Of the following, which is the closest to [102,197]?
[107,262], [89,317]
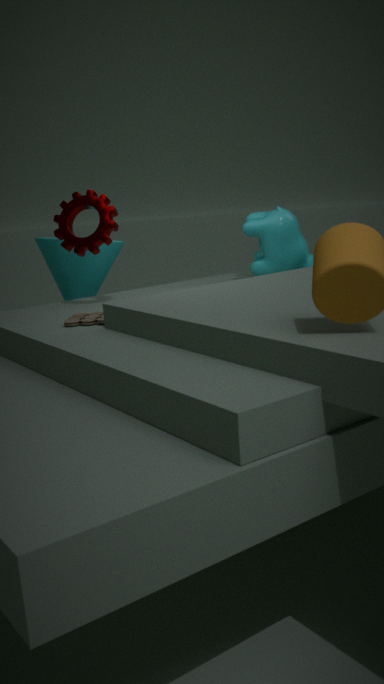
[89,317]
